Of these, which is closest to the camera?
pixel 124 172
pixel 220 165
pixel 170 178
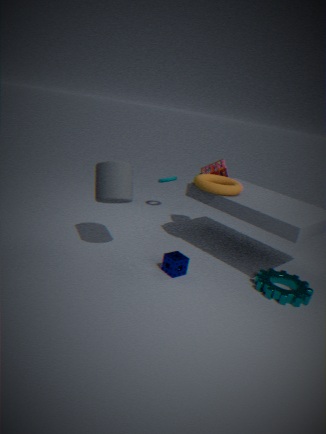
pixel 124 172
